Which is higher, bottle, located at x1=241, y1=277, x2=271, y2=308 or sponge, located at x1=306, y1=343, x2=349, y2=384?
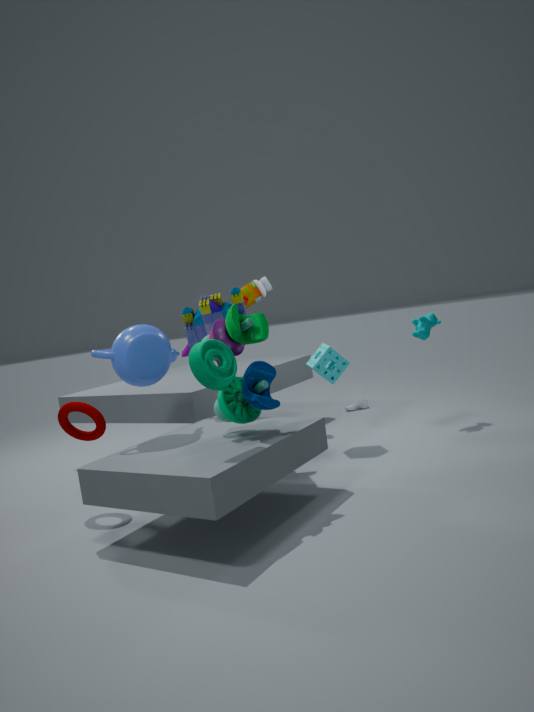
bottle, located at x1=241, y1=277, x2=271, y2=308
